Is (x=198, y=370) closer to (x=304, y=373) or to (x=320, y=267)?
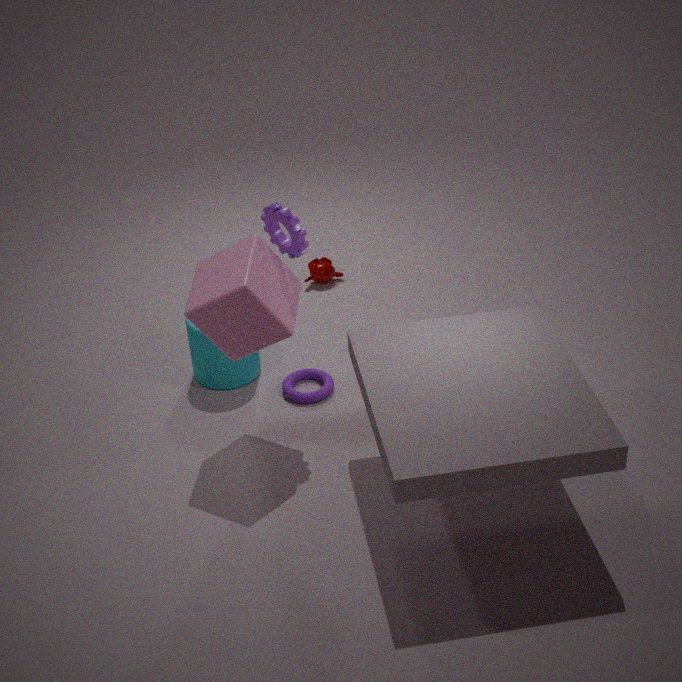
(x=304, y=373)
